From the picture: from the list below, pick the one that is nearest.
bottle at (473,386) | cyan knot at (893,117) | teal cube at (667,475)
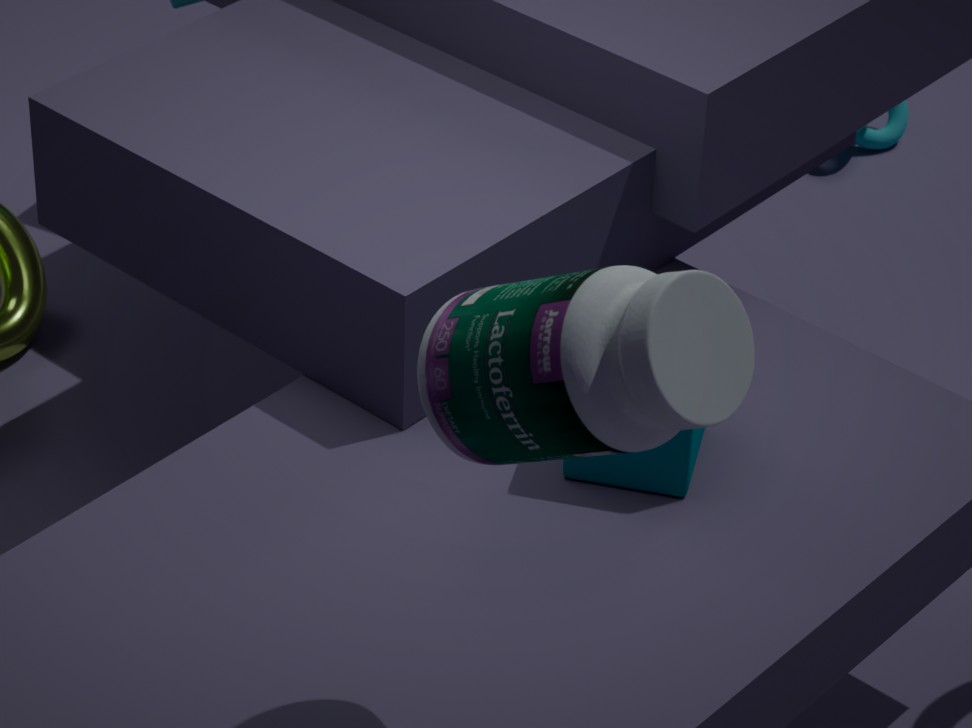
→ bottle at (473,386)
